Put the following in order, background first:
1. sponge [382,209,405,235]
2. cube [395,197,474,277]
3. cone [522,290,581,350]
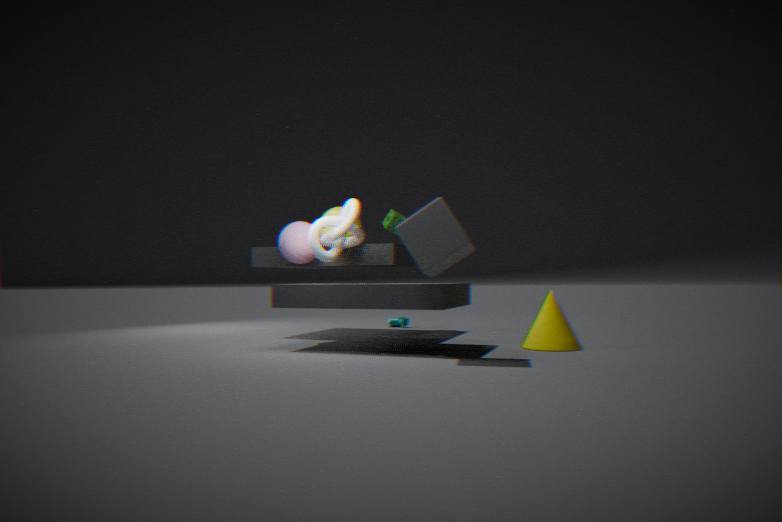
sponge [382,209,405,235], cone [522,290,581,350], cube [395,197,474,277]
